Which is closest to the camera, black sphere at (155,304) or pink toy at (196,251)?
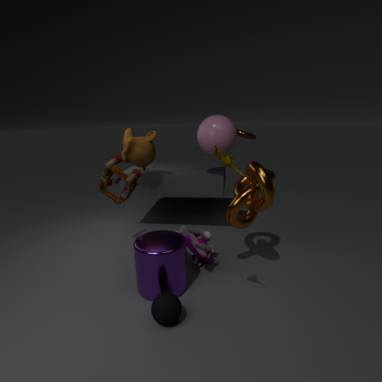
black sphere at (155,304)
